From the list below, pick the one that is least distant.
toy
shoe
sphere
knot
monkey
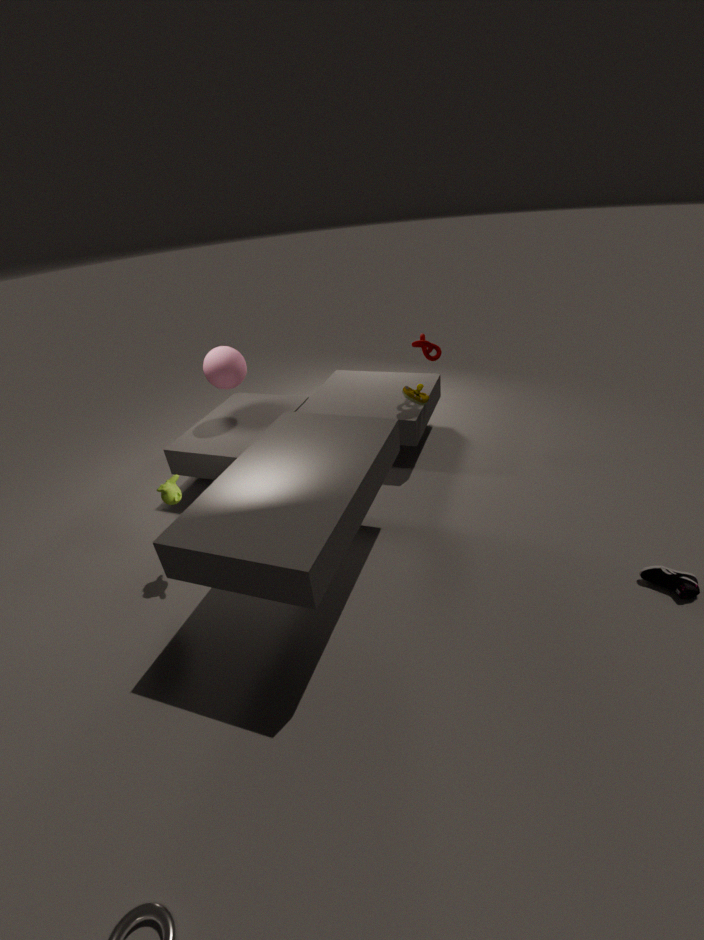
shoe
